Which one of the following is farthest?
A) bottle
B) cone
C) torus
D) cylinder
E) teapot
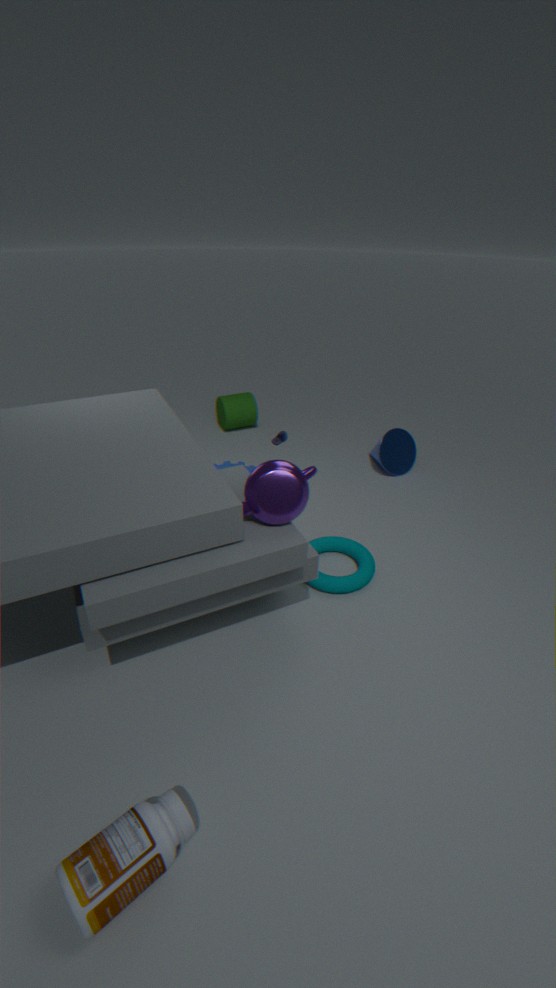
cylinder
